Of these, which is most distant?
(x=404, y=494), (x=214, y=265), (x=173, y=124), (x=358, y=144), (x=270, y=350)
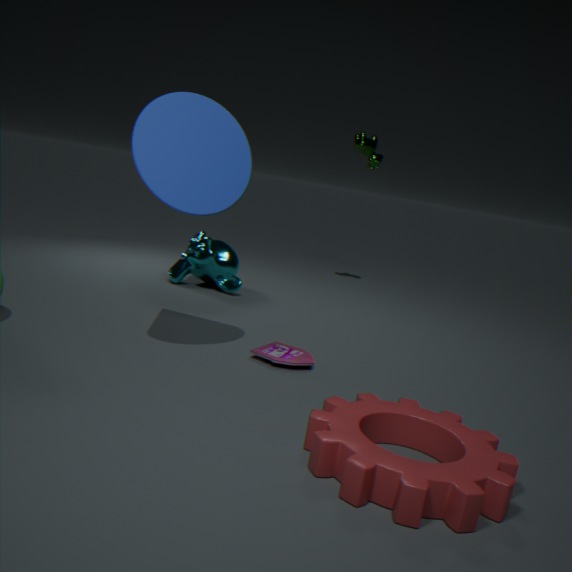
(x=358, y=144)
